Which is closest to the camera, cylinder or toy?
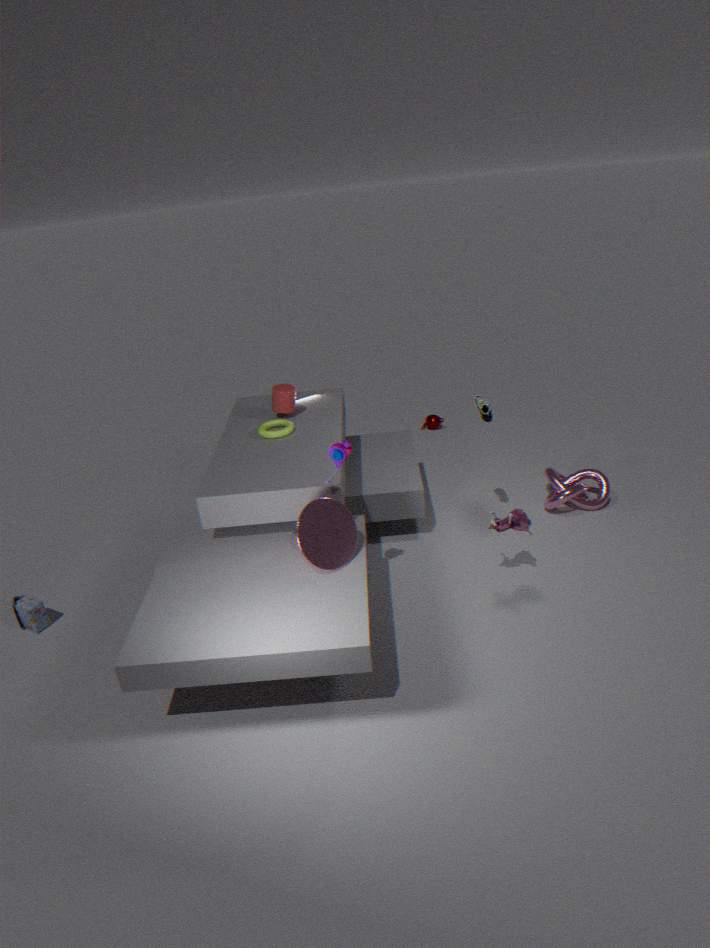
toy
